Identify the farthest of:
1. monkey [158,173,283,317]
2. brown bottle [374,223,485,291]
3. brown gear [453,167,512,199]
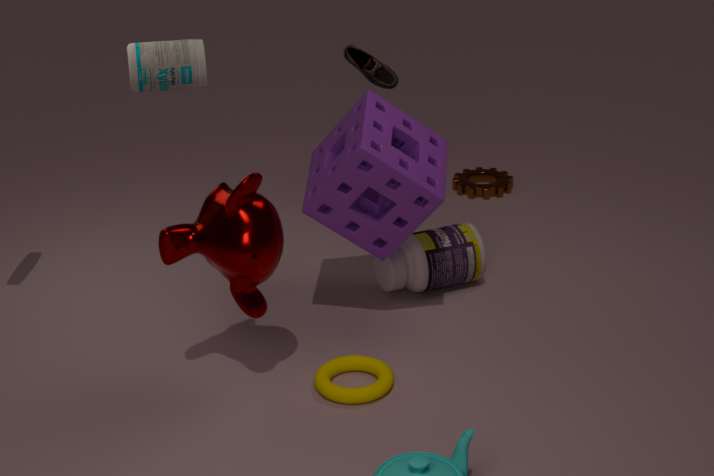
brown gear [453,167,512,199]
